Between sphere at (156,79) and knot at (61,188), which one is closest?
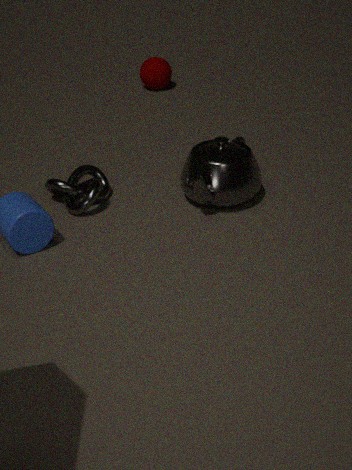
knot at (61,188)
